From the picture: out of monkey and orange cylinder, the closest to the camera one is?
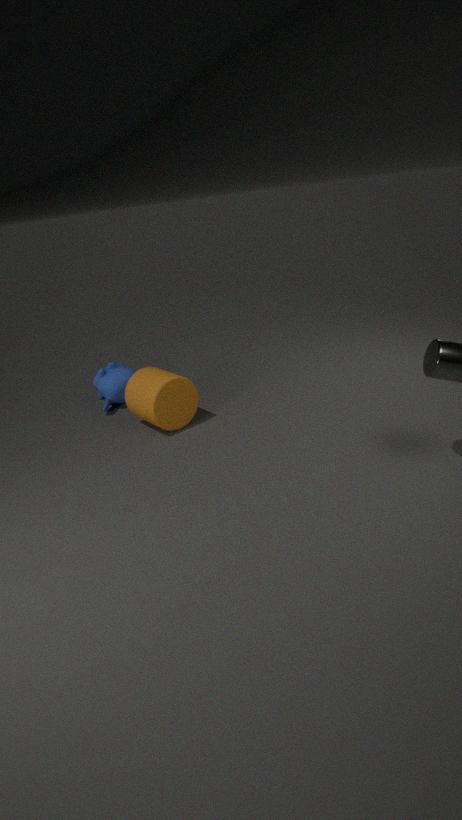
orange cylinder
